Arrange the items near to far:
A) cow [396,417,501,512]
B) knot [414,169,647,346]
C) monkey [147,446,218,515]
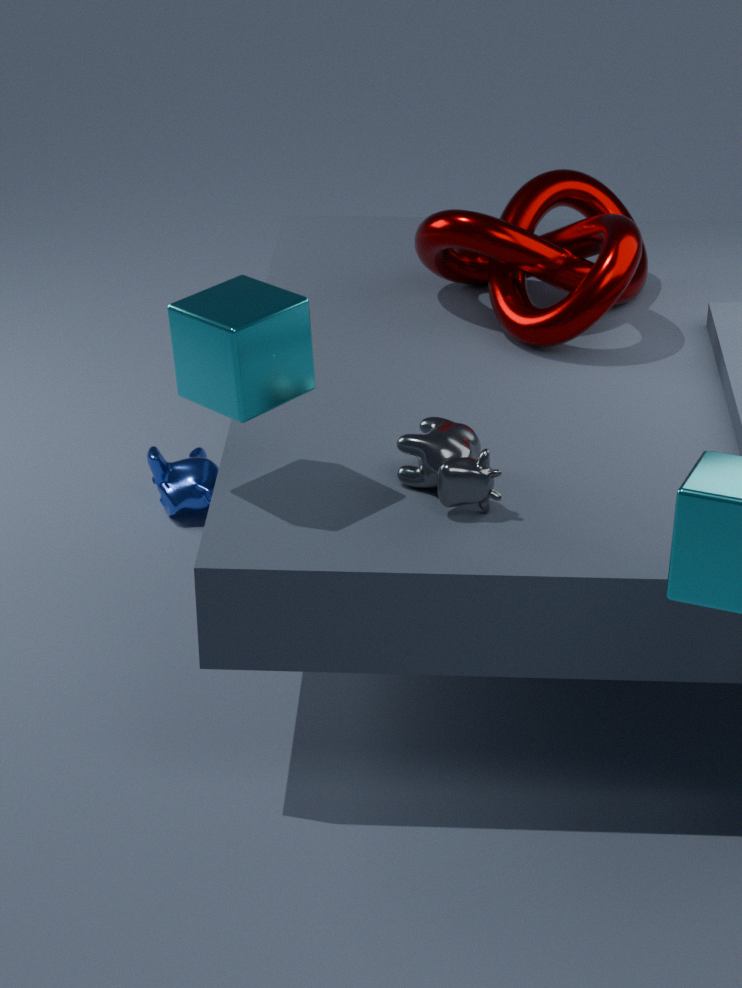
cow [396,417,501,512] → knot [414,169,647,346] → monkey [147,446,218,515]
